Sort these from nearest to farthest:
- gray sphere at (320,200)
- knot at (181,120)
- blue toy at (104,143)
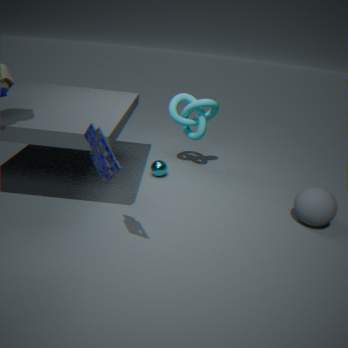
blue toy at (104,143) → gray sphere at (320,200) → knot at (181,120)
